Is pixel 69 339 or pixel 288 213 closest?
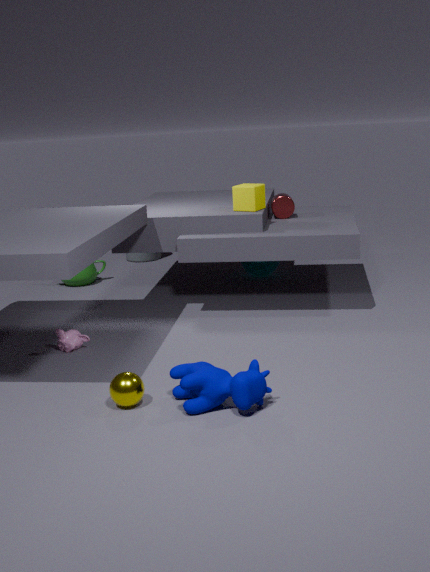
pixel 69 339
